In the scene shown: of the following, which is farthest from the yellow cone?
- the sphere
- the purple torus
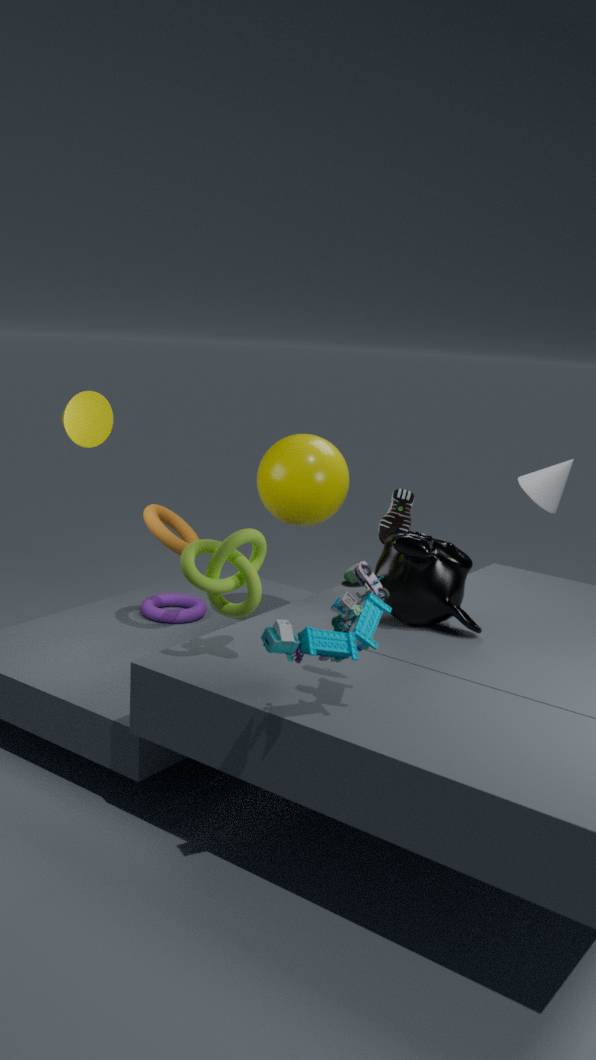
the purple torus
